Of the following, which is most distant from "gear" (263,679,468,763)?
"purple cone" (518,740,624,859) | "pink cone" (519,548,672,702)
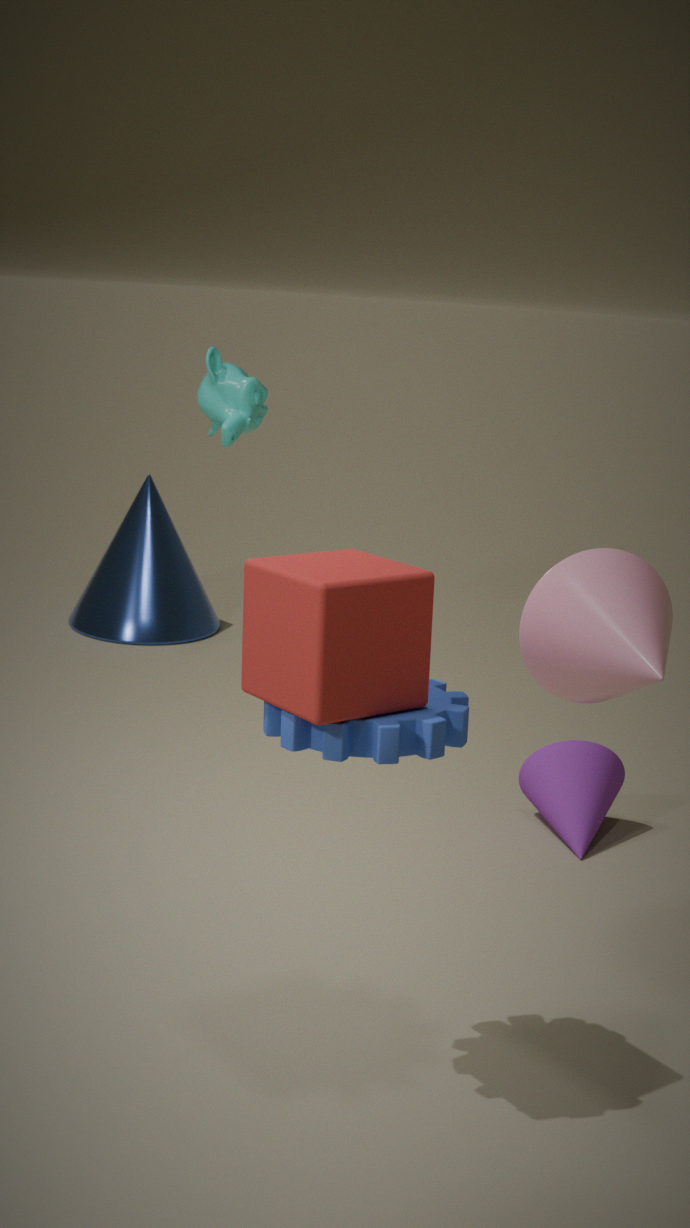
"purple cone" (518,740,624,859)
